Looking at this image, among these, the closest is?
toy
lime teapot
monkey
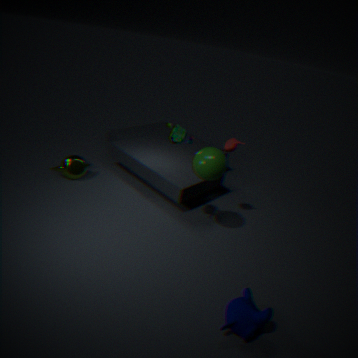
monkey
